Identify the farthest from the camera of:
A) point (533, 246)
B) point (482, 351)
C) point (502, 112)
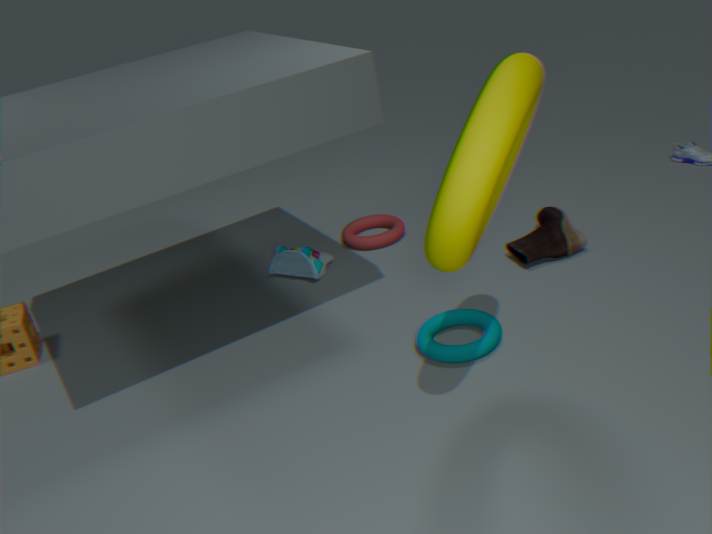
A. point (533, 246)
